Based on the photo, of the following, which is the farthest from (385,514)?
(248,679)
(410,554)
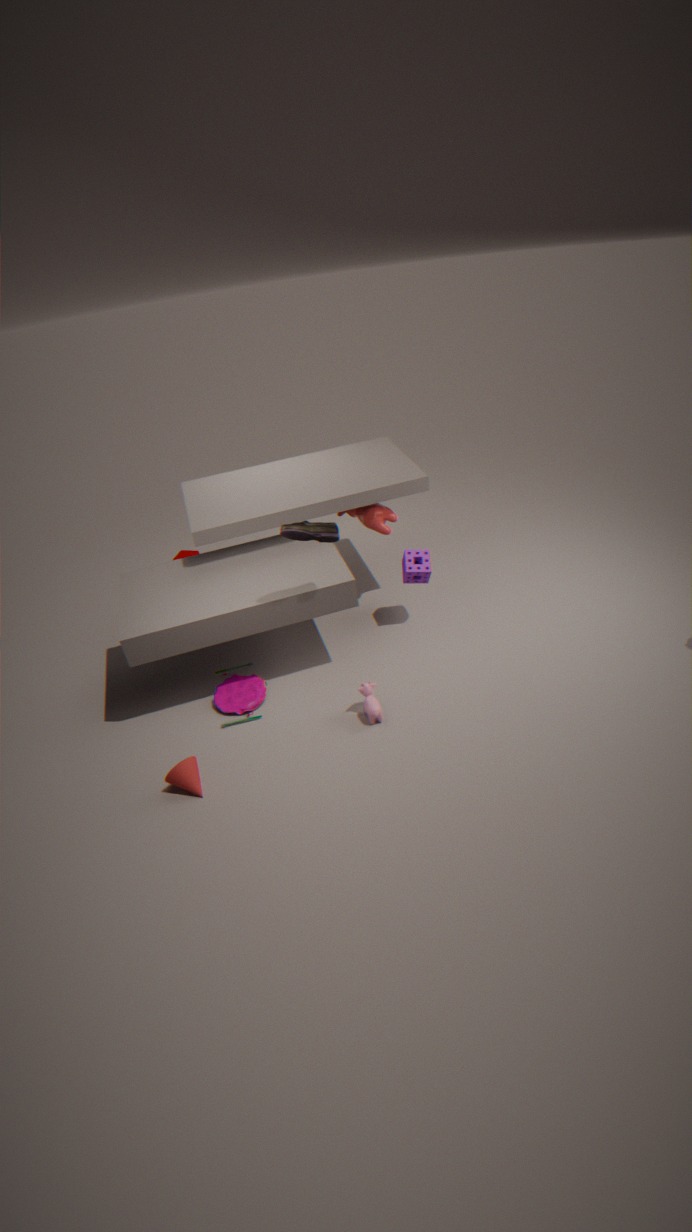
(248,679)
